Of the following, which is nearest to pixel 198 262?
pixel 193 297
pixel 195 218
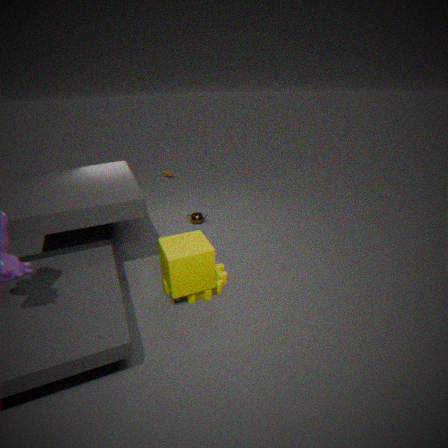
pixel 193 297
